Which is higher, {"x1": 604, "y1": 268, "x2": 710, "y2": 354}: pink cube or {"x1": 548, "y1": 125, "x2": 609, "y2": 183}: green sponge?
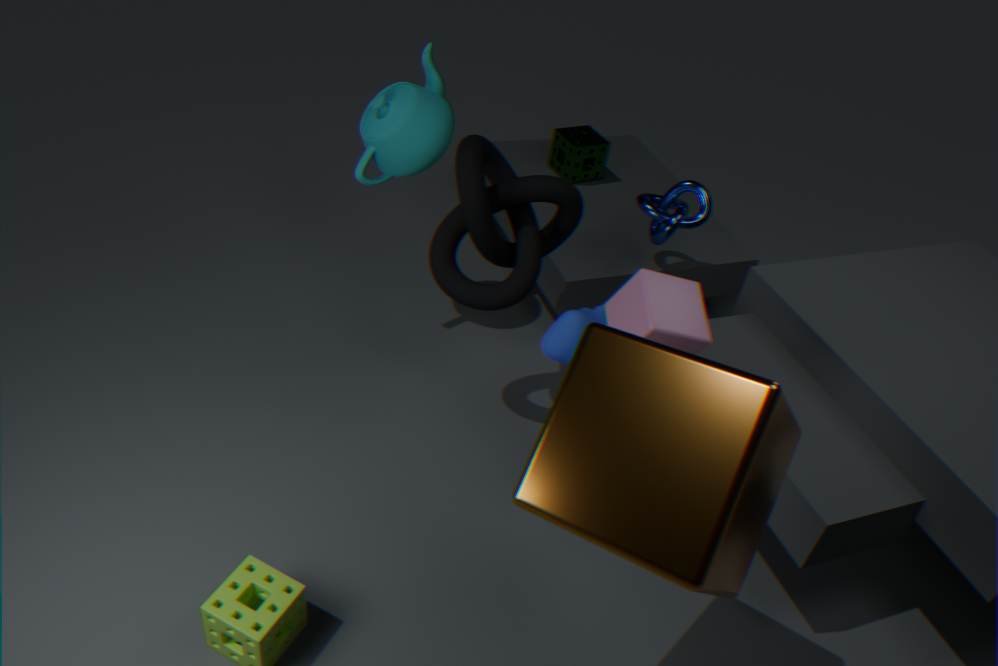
{"x1": 604, "y1": 268, "x2": 710, "y2": 354}: pink cube
